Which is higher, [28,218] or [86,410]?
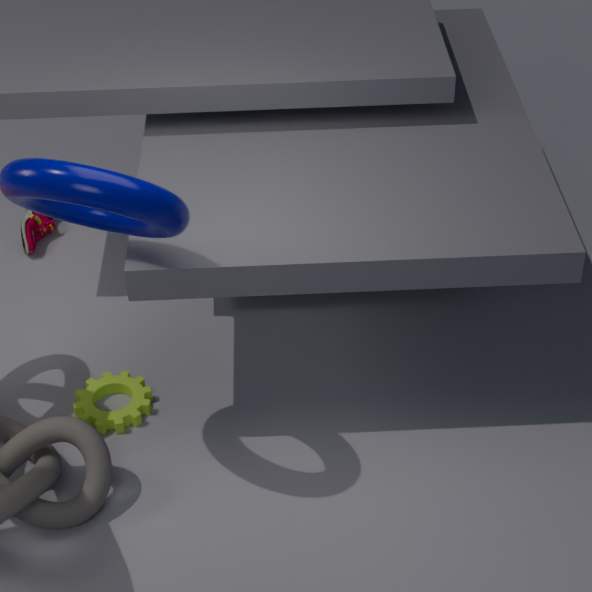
Result: [28,218]
